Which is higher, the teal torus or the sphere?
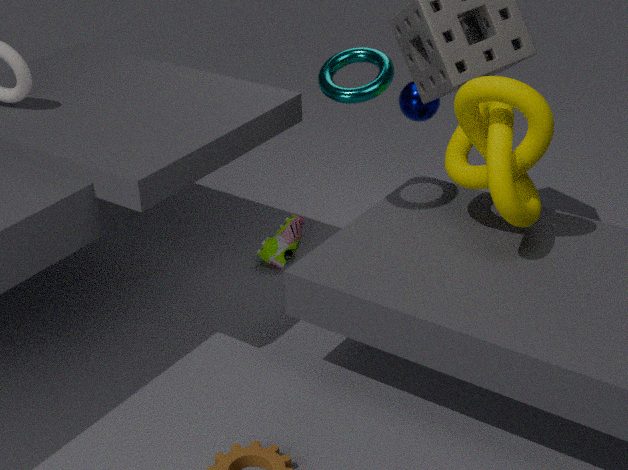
the teal torus
